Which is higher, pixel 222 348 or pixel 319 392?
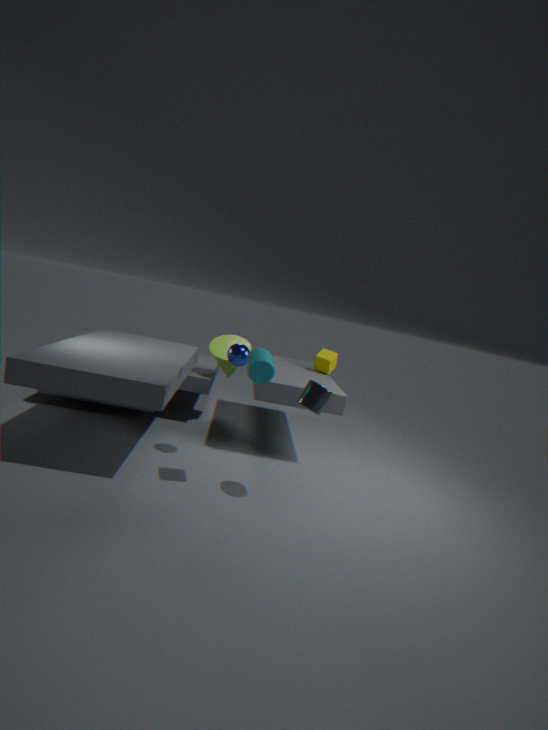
pixel 319 392
